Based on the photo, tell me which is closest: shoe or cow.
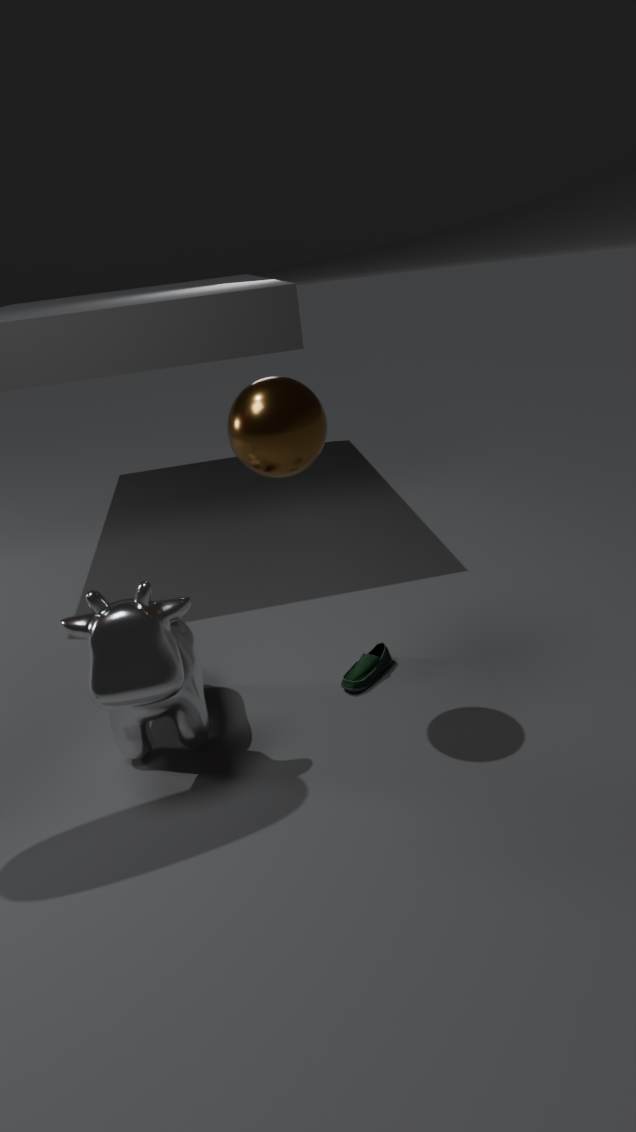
cow
